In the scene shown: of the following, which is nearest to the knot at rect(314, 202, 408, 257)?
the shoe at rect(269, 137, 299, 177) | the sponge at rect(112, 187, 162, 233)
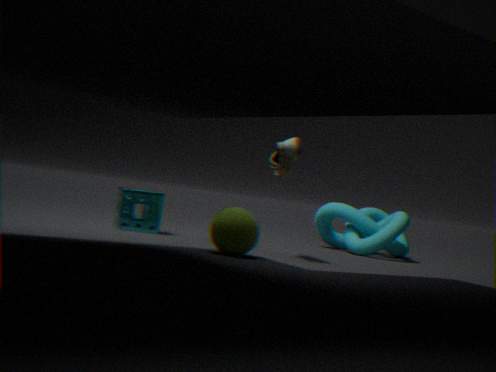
the shoe at rect(269, 137, 299, 177)
